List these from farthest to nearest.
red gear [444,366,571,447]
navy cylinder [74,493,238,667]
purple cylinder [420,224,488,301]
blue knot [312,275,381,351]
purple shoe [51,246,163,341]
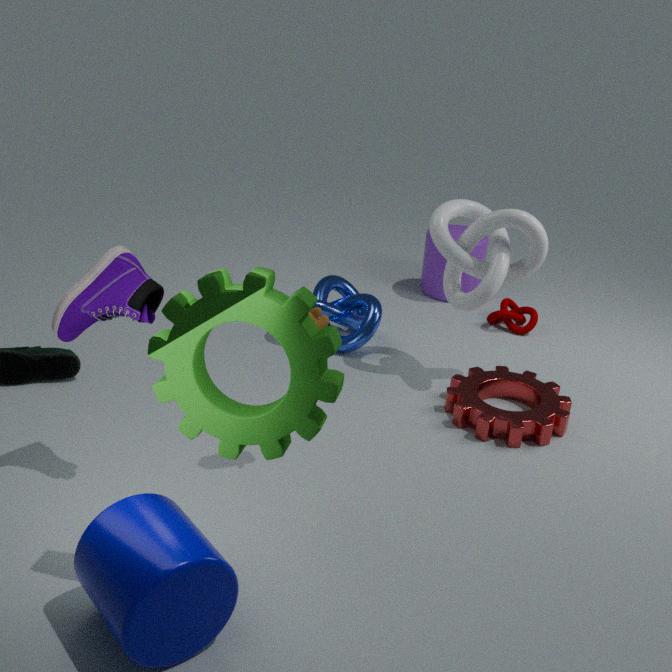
purple cylinder [420,224,488,301] < blue knot [312,275,381,351] < red gear [444,366,571,447] < purple shoe [51,246,163,341] < navy cylinder [74,493,238,667]
